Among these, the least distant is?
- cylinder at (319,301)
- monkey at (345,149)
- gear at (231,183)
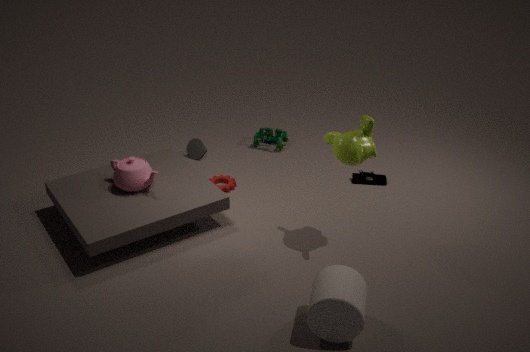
cylinder at (319,301)
